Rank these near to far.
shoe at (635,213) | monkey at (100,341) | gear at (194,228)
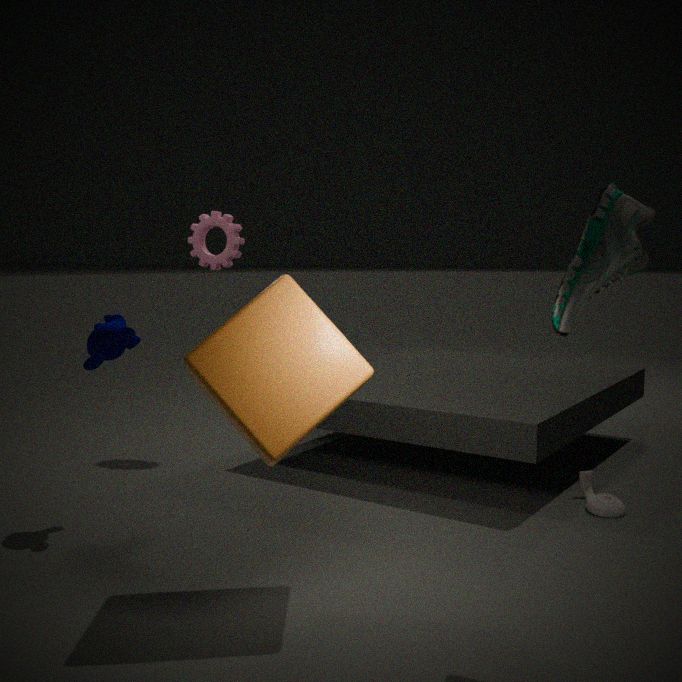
1. shoe at (635,213)
2. monkey at (100,341)
3. gear at (194,228)
